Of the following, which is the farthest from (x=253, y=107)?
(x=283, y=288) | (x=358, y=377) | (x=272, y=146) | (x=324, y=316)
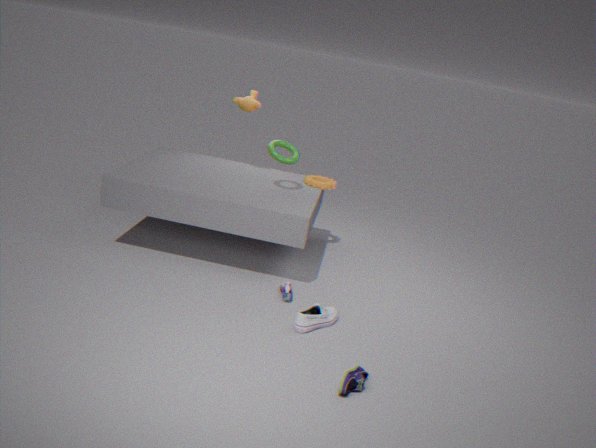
(x=358, y=377)
